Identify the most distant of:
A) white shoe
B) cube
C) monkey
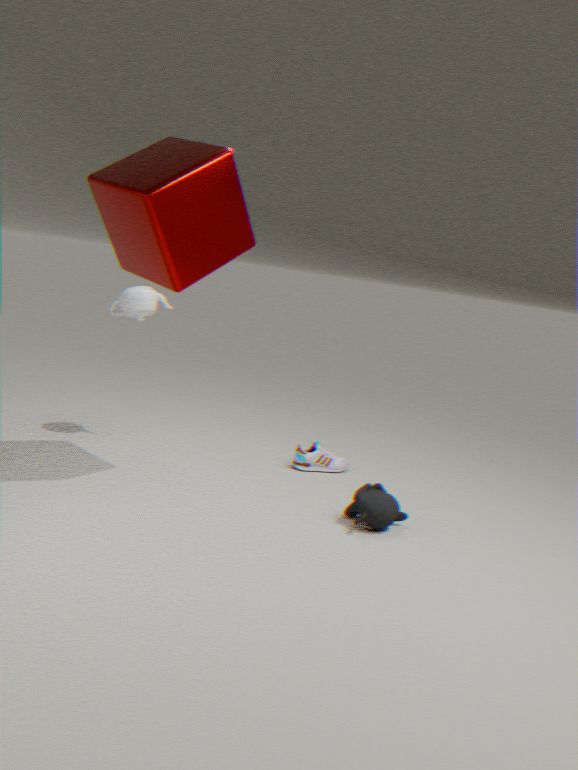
white shoe
